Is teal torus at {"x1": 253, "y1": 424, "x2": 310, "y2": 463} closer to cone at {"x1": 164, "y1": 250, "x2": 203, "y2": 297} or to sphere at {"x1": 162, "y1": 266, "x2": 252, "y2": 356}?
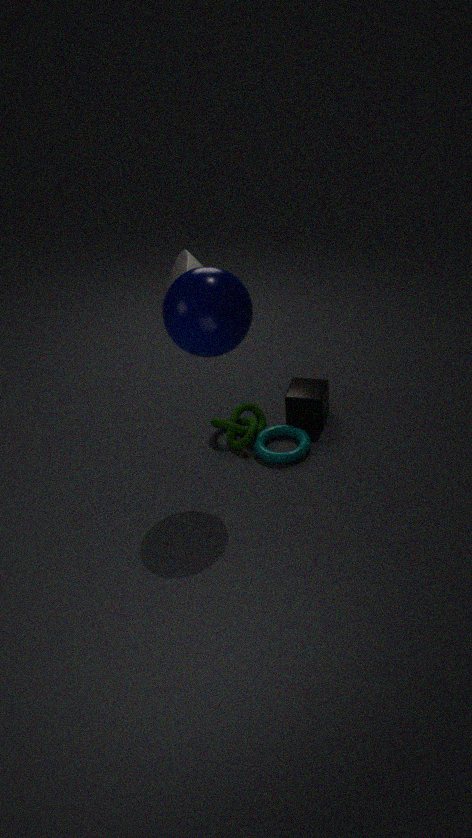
sphere at {"x1": 162, "y1": 266, "x2": 252, "y2": 356}
